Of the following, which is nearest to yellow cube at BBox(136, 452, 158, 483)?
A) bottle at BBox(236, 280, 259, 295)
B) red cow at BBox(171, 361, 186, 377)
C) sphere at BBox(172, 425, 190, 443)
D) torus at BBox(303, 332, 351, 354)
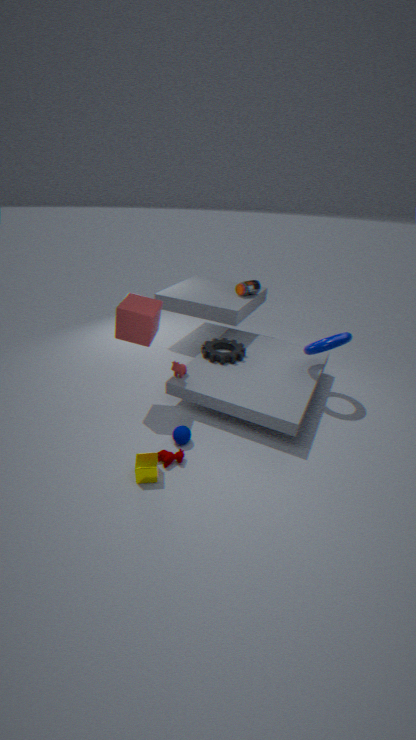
sphere at BBox(172, 425, 190, 443)
